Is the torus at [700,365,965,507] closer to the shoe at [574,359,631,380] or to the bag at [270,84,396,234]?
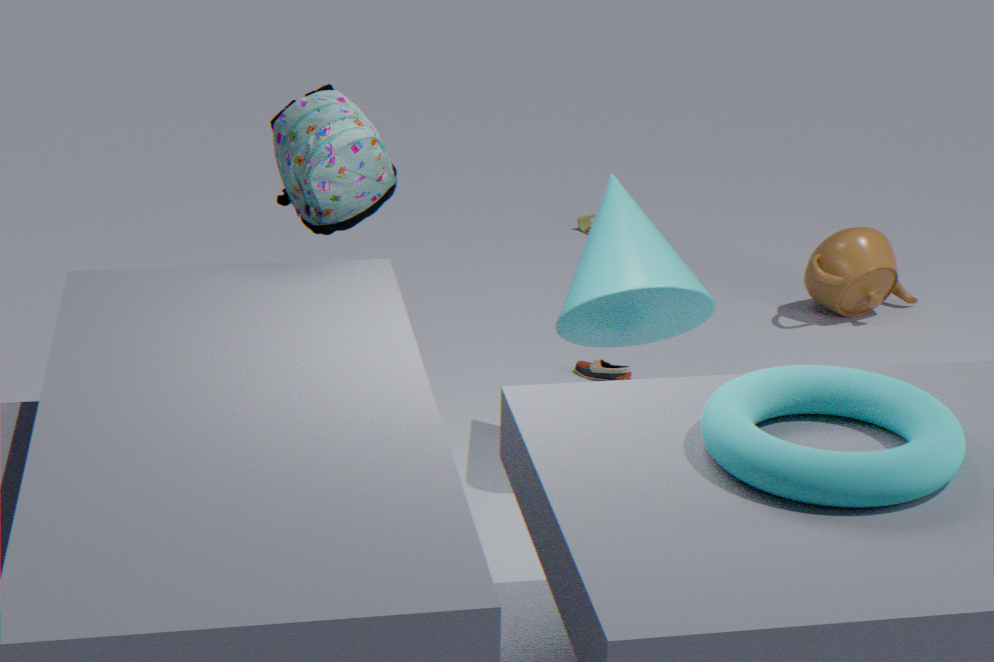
the bag at [270,84,396,234]
